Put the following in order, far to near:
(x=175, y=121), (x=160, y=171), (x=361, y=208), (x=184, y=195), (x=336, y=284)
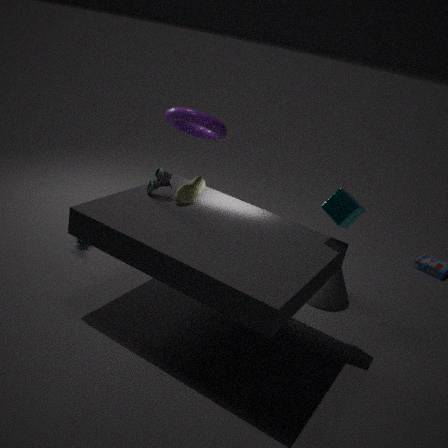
(x=175, y=121) → (x=336, y=284) → (x=184, y=195) → (x=160, y=171) → (x=361, y=208)
